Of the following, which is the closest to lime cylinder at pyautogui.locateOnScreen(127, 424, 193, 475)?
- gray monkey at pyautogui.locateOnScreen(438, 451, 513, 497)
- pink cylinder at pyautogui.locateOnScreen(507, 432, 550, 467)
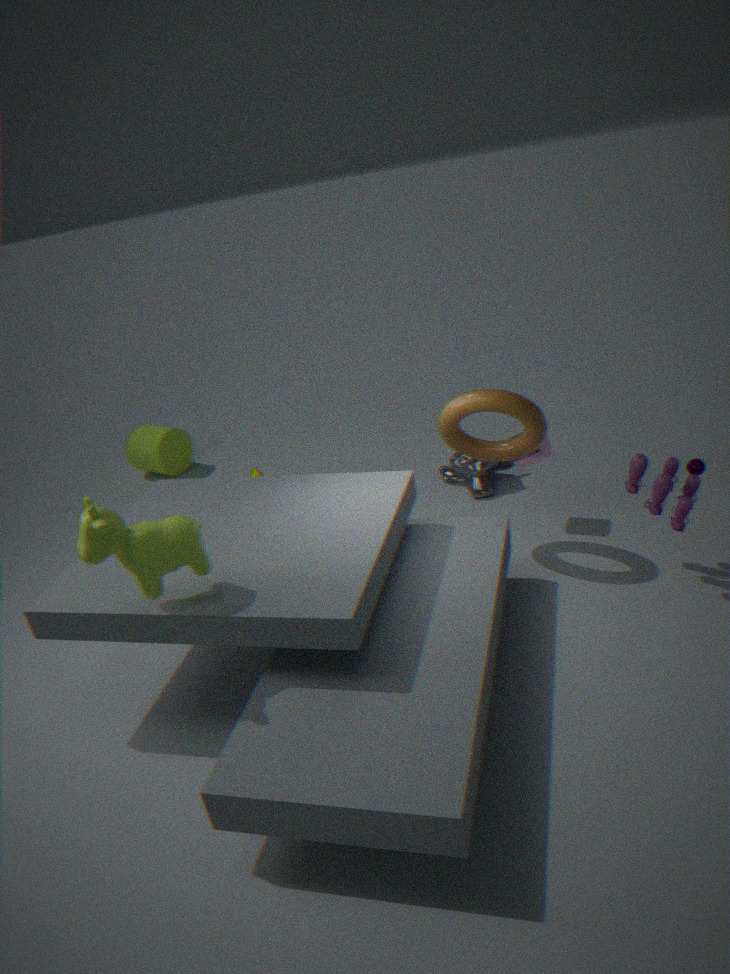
gray monkey at pyautogui.locateOnScreen(438, 451, 513, 497)
